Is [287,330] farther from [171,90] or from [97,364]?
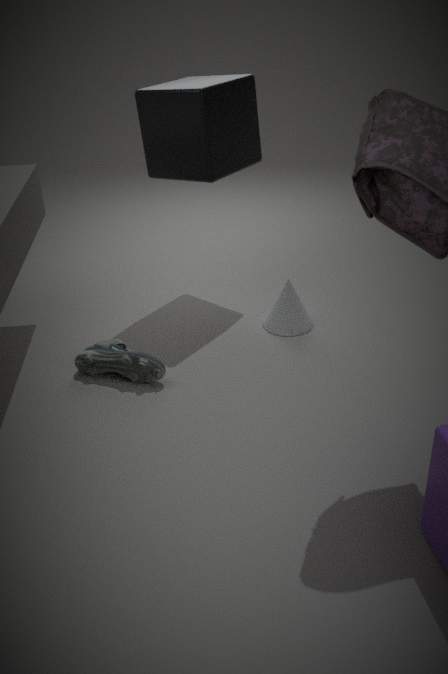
[171,90]
